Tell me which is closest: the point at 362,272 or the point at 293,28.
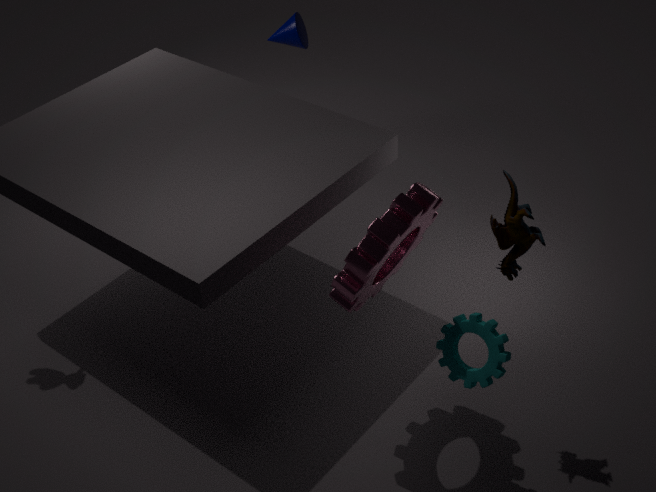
the point at 362,272
